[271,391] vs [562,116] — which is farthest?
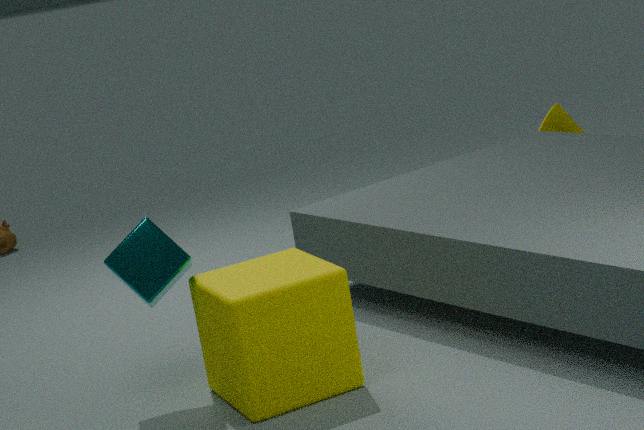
[562,116]
